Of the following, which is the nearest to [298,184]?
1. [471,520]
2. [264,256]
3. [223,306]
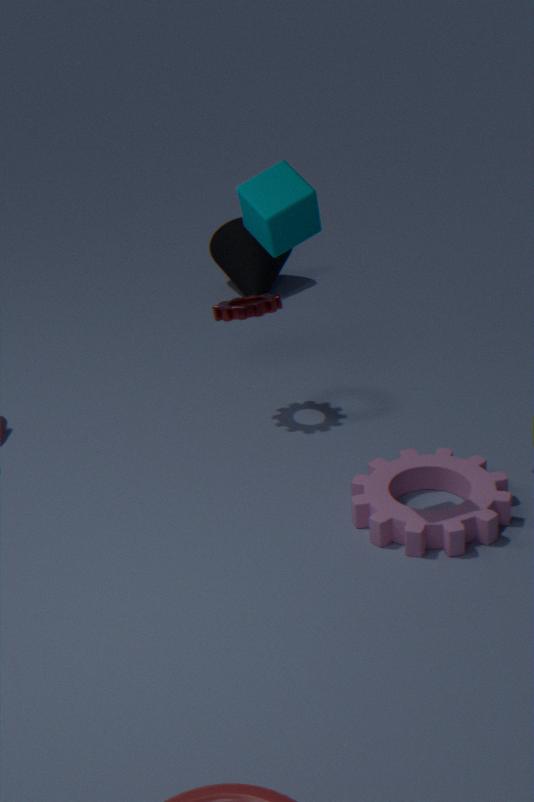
[223,306]
